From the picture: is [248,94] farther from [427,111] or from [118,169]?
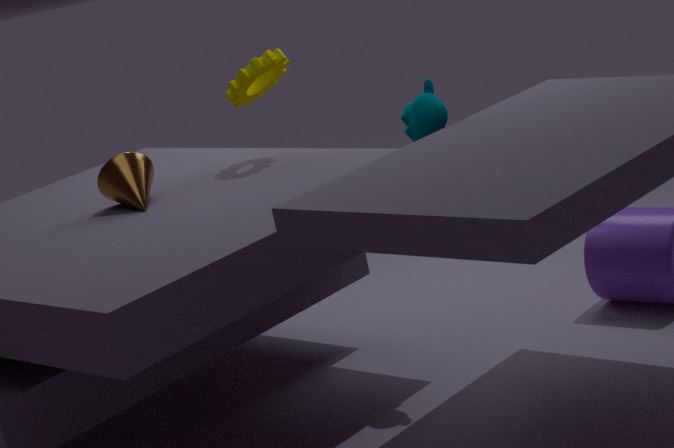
[427,111]
